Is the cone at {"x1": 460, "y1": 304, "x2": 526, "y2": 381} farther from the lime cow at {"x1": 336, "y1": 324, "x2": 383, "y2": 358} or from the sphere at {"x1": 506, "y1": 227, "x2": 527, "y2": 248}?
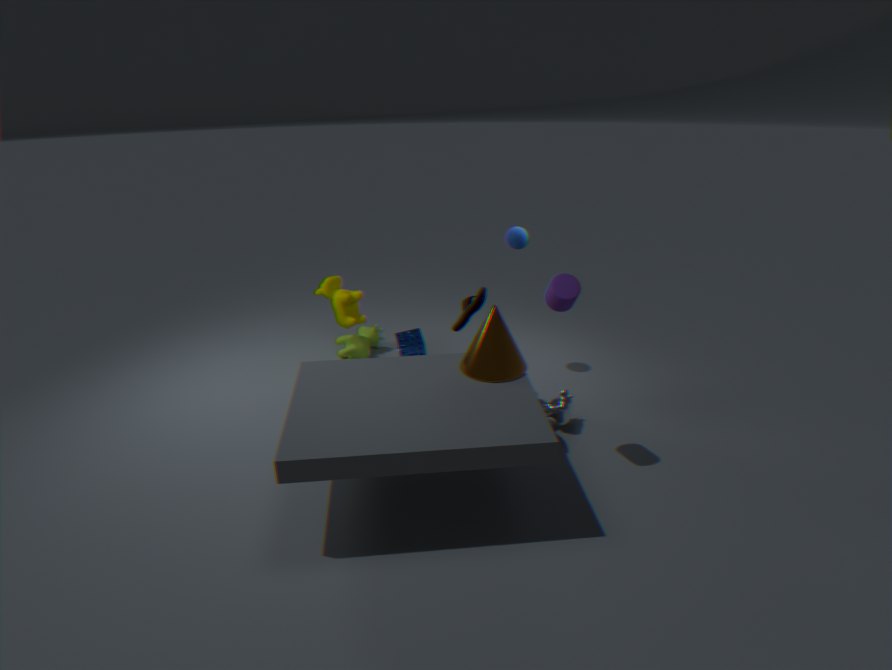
the lime cow at {"x1": 336, "y1": 324, "x2": 383, "y2": 358}
